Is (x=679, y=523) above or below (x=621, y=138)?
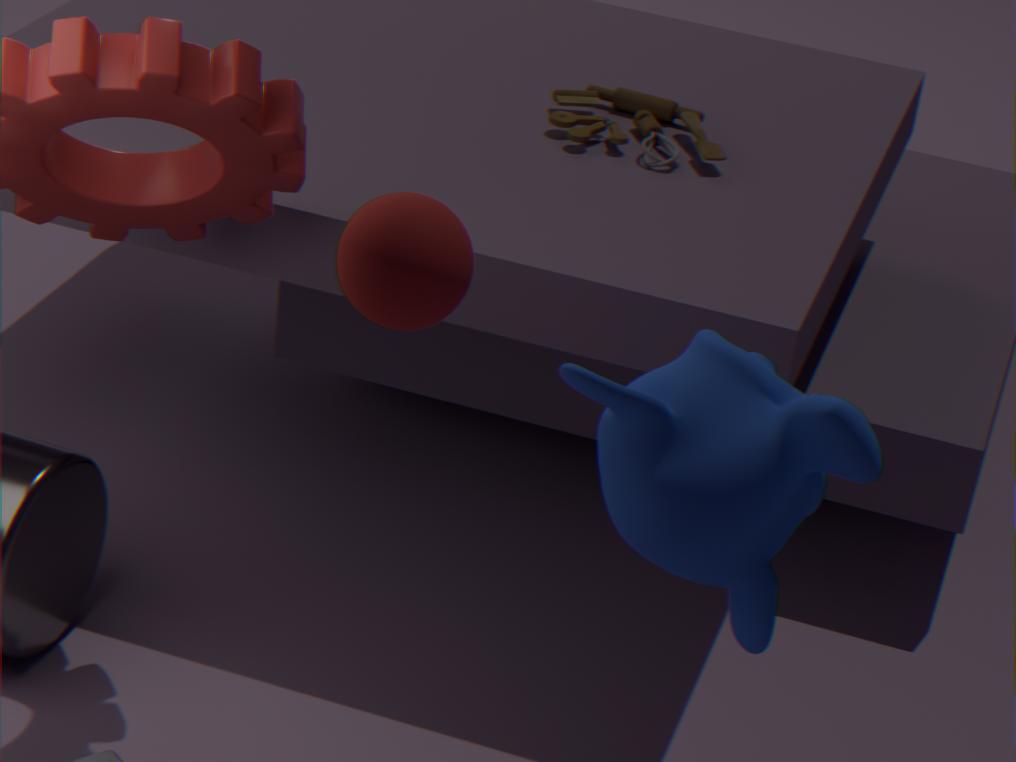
above
